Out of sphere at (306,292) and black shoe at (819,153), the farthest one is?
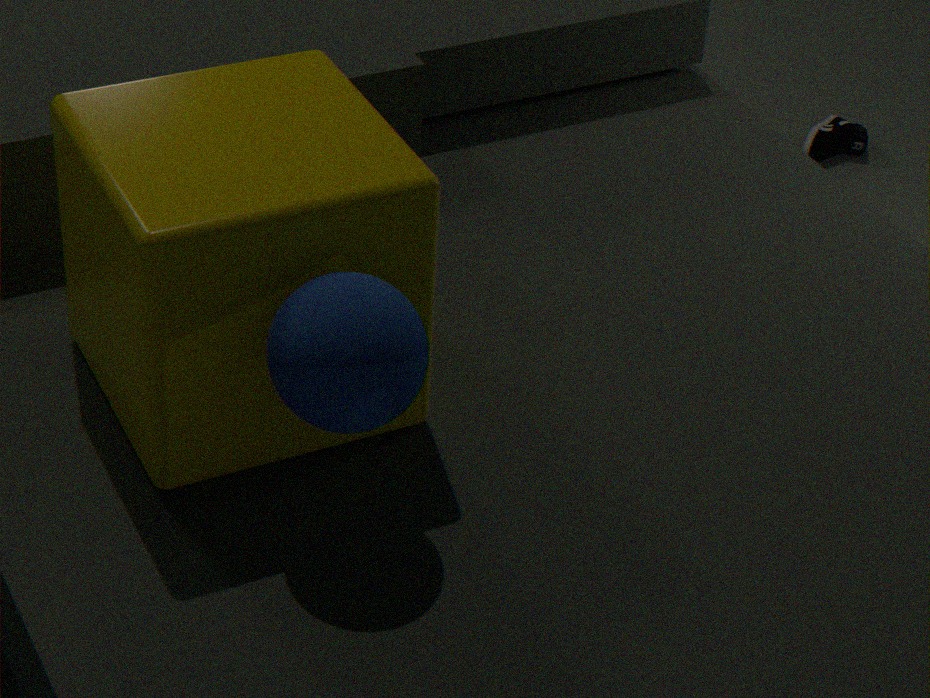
black shoe at (819,153)
